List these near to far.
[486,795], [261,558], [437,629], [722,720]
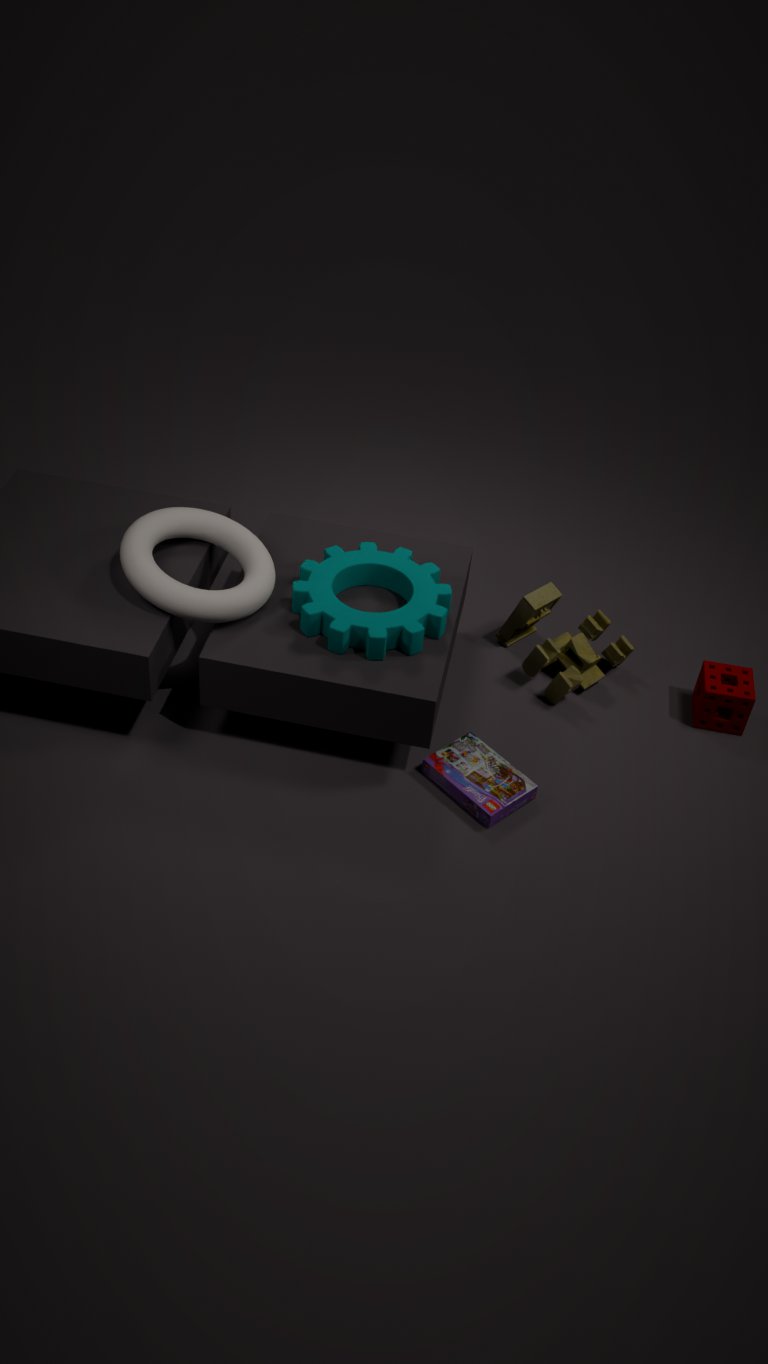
1. [486,795]
2. [437,629]
3. [261,558]
4. [722,720]
